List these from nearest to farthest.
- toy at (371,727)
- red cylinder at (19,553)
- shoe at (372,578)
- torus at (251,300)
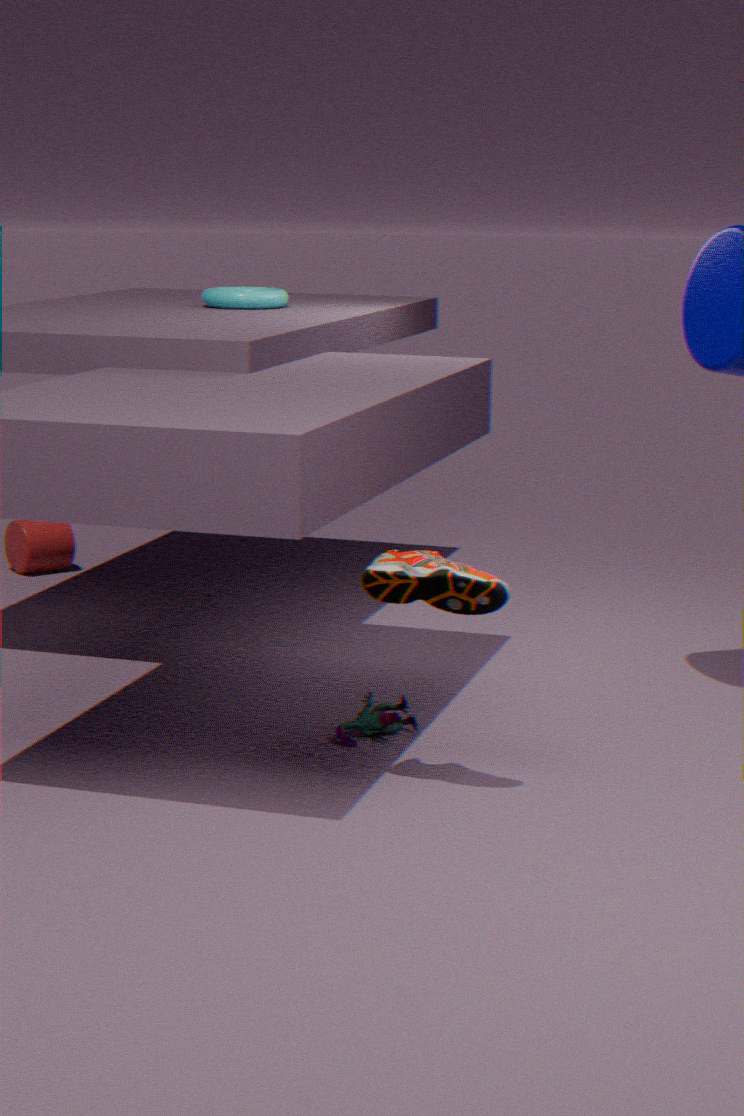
shoe at (372,578), toy at (371,727), torus at (251,300), red cylinder at (19,553)
